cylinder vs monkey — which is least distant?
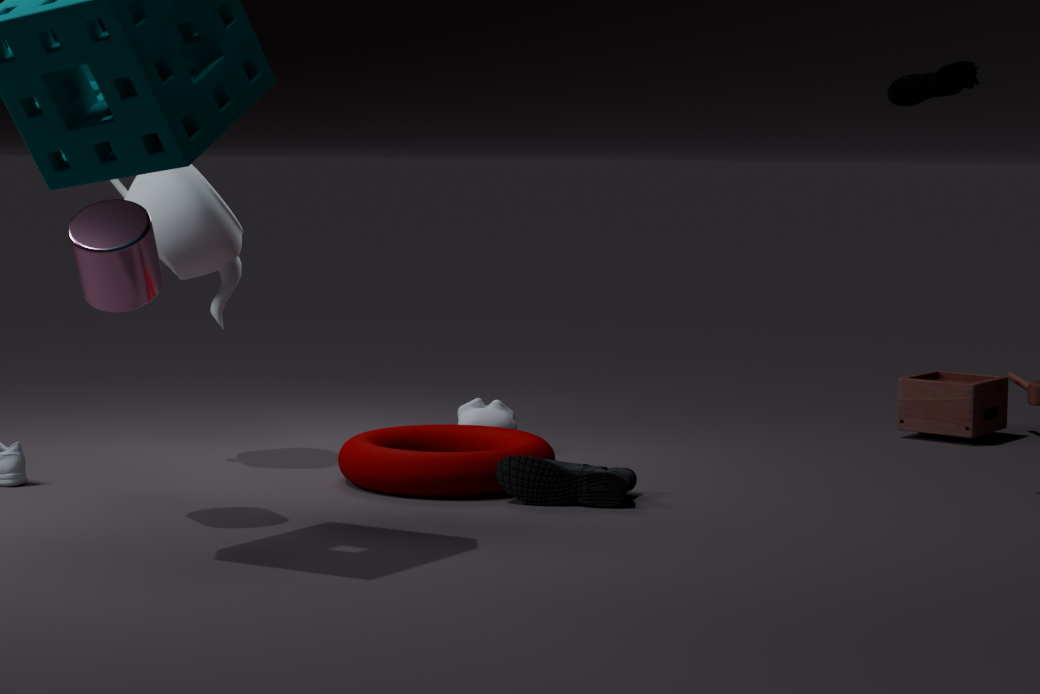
cylinder
